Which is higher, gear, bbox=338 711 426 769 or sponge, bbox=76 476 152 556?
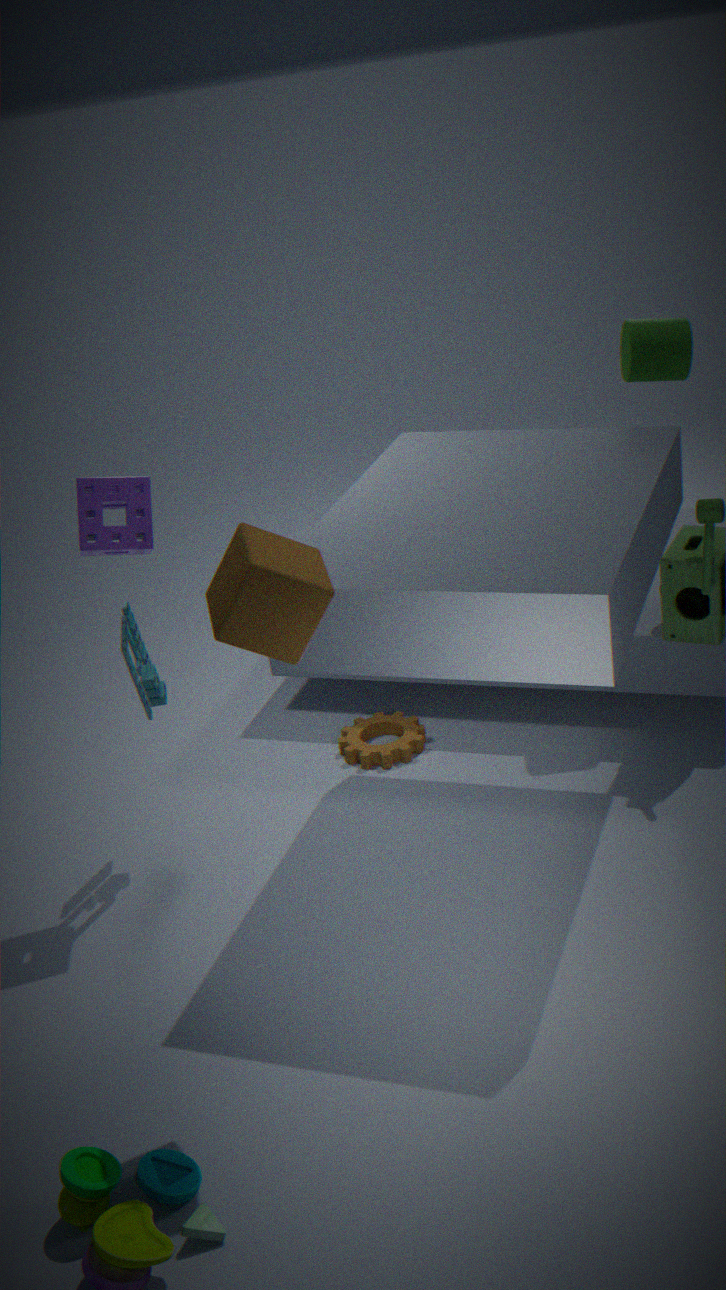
sponge, bbox=76 476 152 556
